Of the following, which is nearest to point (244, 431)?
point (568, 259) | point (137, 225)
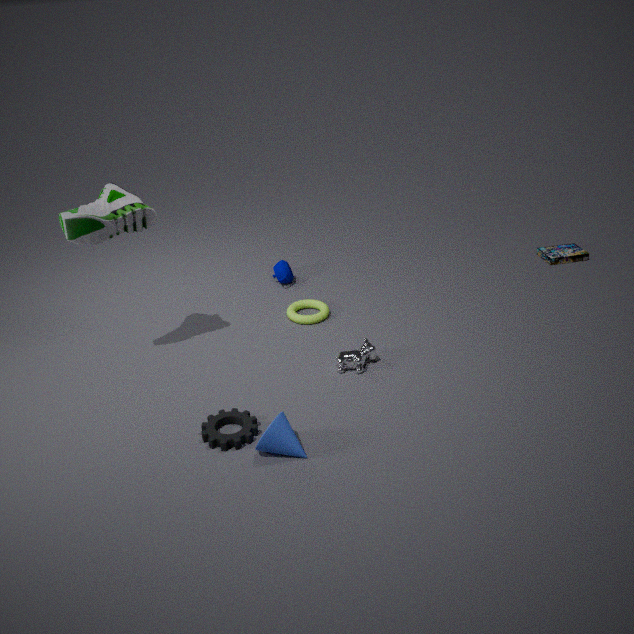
point (137, 225)
